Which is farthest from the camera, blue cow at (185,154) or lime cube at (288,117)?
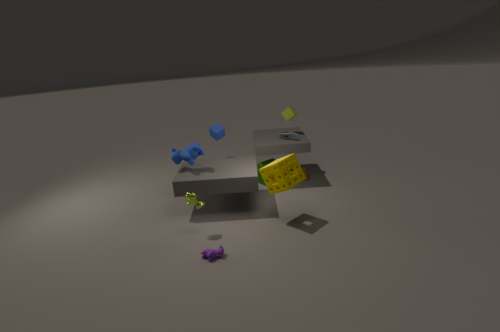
lime cube at (288,117)
